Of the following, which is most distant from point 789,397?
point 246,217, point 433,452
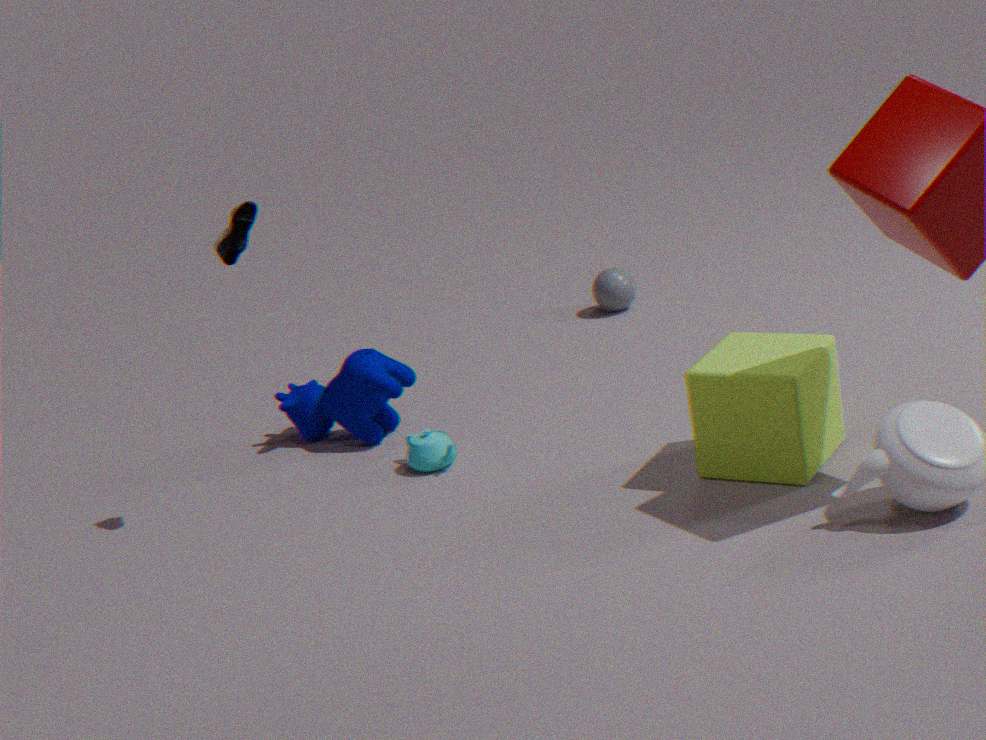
point 246,217
